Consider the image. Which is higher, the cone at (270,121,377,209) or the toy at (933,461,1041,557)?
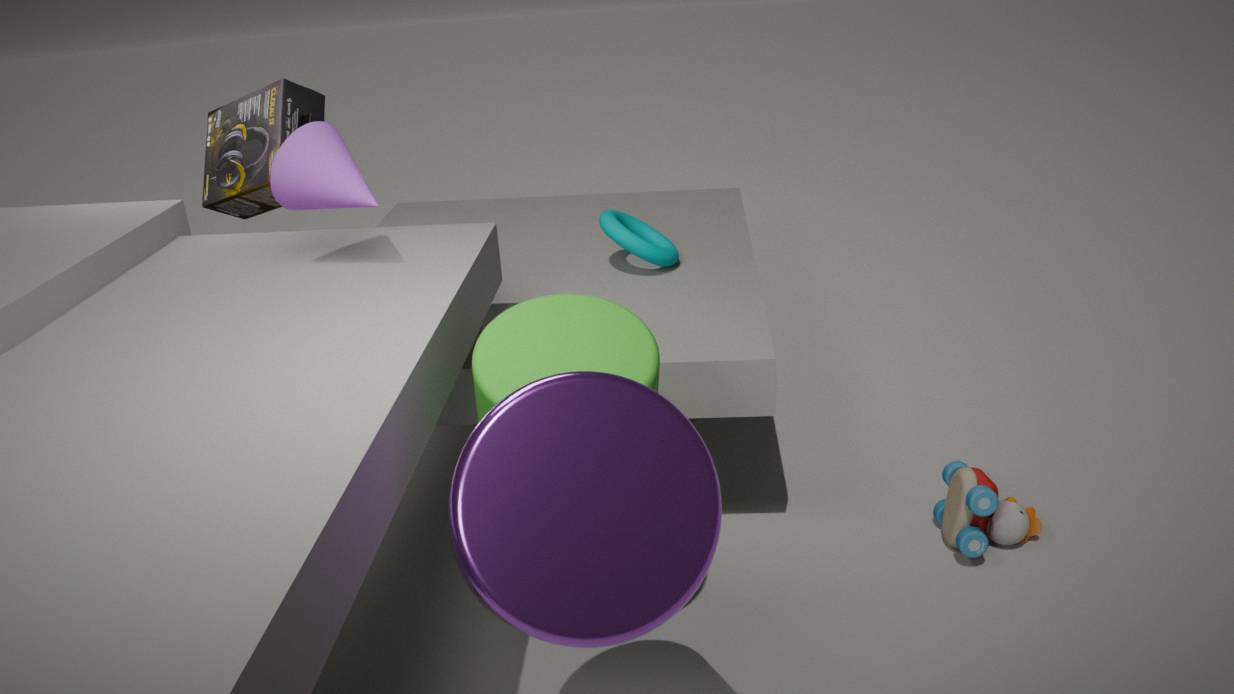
the cone at (270,121,377,209)
